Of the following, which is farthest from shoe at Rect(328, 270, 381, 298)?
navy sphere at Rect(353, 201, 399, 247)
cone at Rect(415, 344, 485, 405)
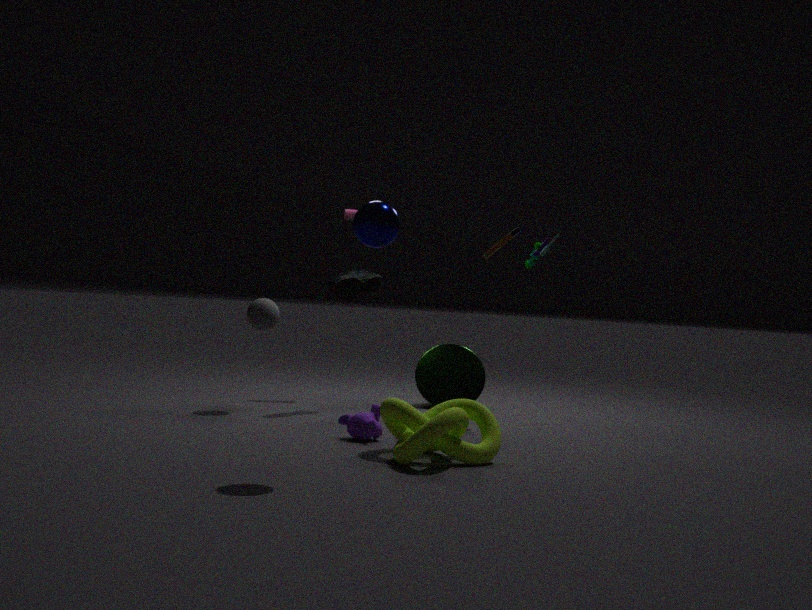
navy sphere at Rect(353, 201, 399, 247)
